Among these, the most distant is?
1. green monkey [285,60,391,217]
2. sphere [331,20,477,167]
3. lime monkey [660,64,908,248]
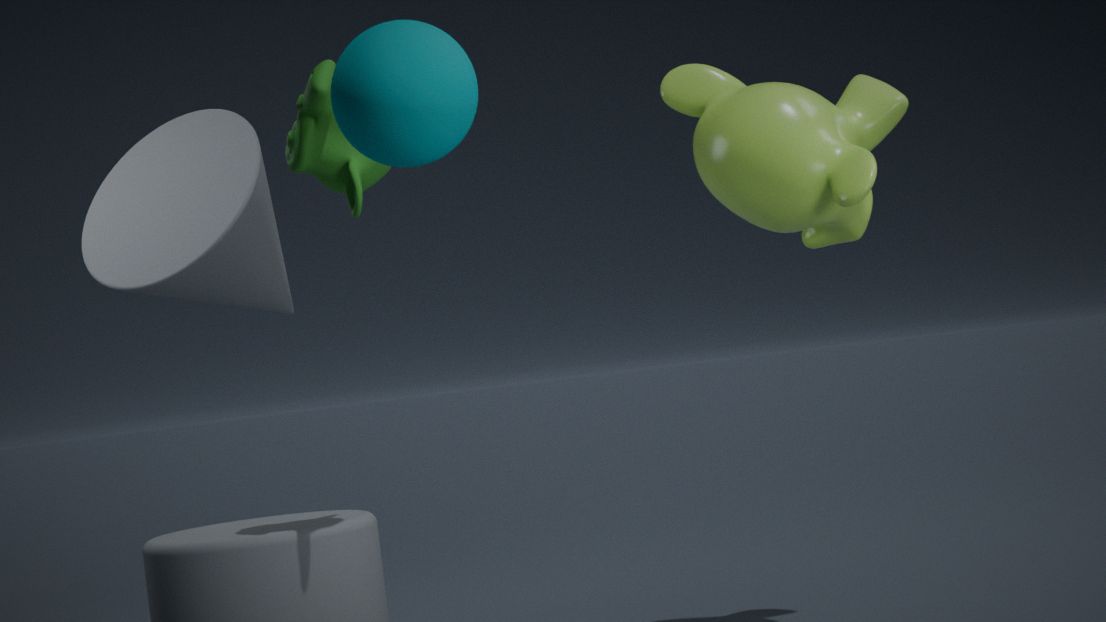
lime monkey [660,64,908,248]
